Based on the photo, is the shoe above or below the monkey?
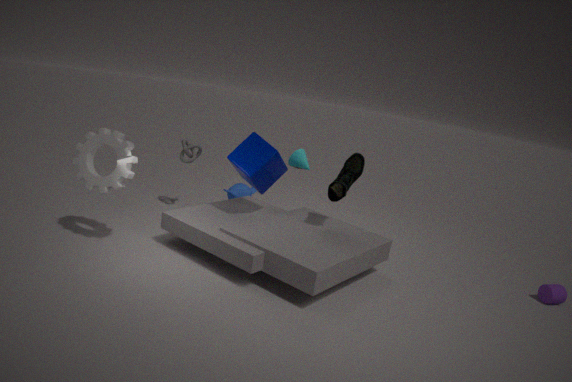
above
